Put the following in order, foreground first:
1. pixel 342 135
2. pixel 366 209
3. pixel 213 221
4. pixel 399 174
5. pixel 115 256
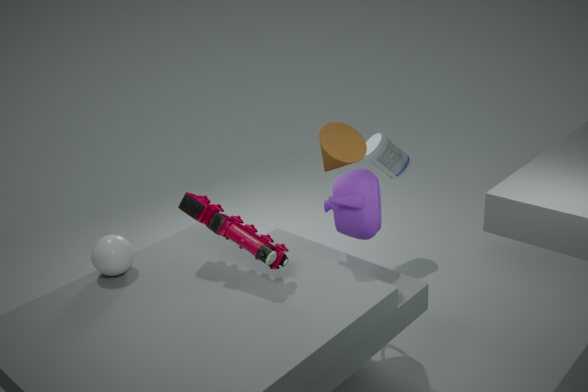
pixel 213 221, pixel 115 256, pixel 342 135, pixel 366 209, pixel 399 174
